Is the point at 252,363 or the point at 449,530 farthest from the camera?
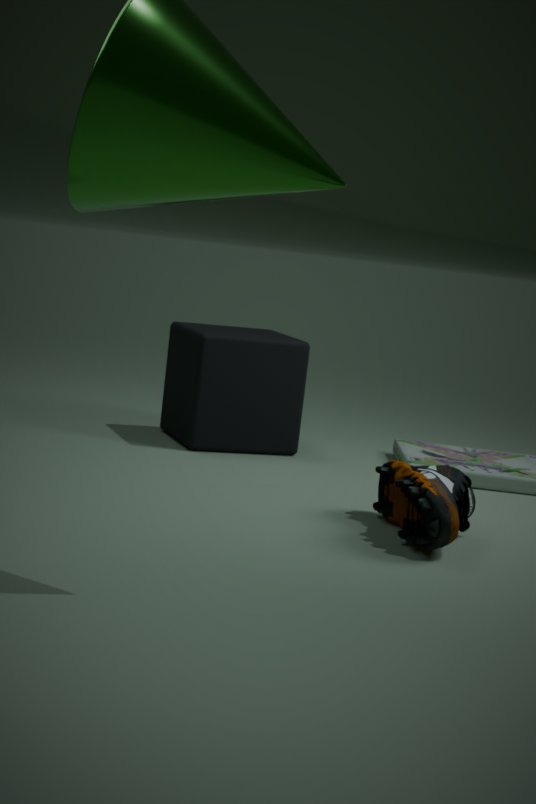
the point at 252,363
